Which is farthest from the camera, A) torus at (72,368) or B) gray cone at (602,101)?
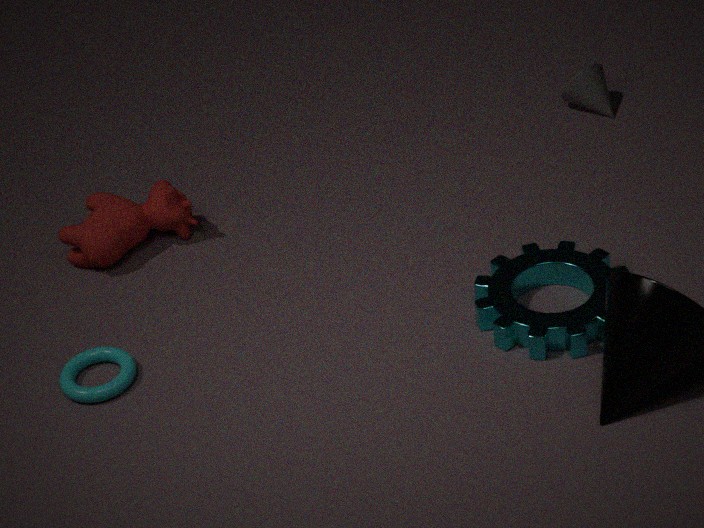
B. gray cone at (602,101)
